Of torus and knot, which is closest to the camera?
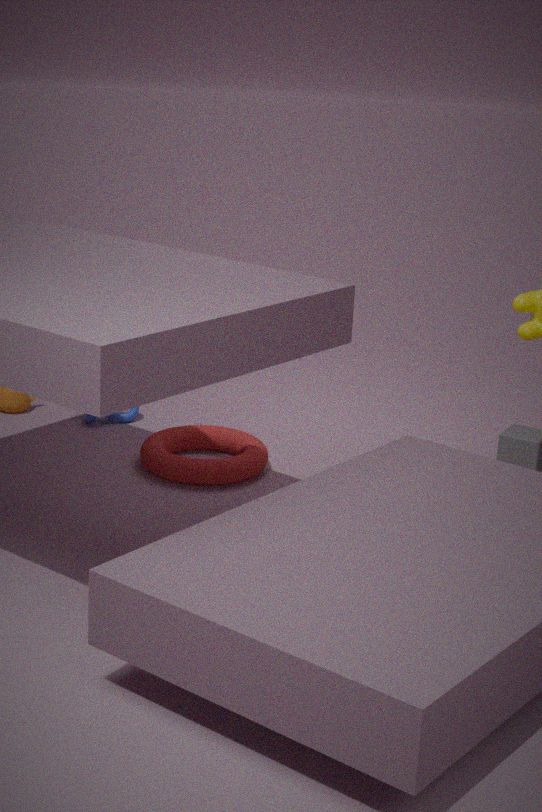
torus
